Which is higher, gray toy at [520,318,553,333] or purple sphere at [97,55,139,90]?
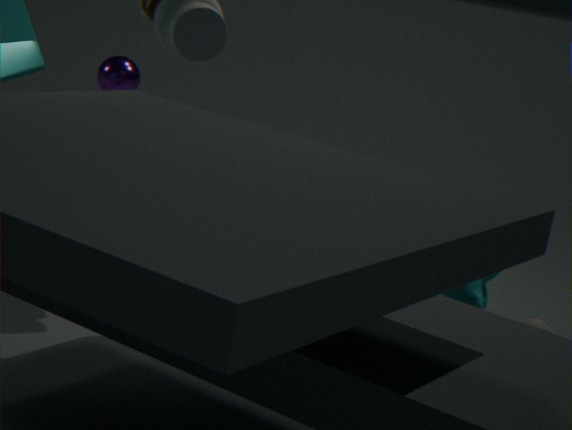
purple sphere at [97,55,139,90]
